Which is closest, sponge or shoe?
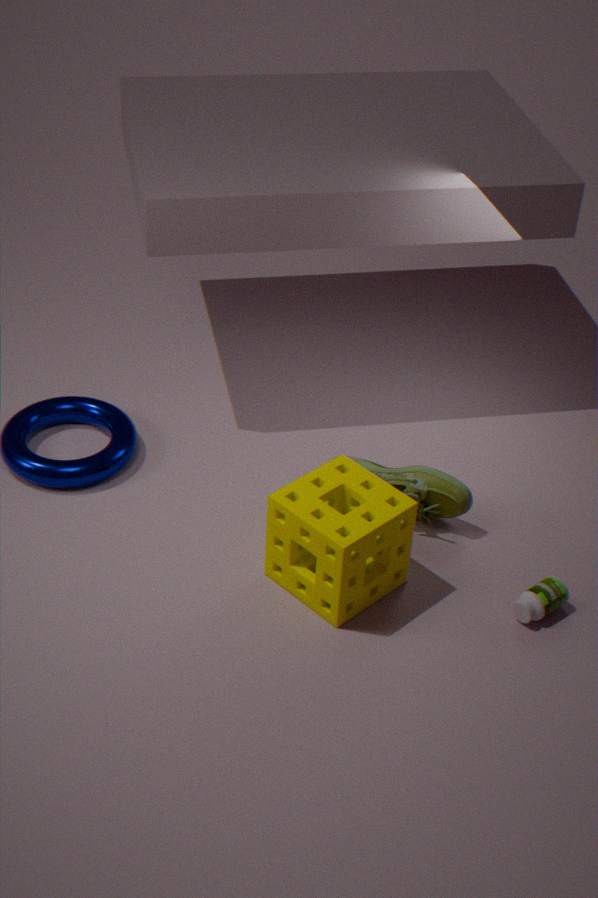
sponge
